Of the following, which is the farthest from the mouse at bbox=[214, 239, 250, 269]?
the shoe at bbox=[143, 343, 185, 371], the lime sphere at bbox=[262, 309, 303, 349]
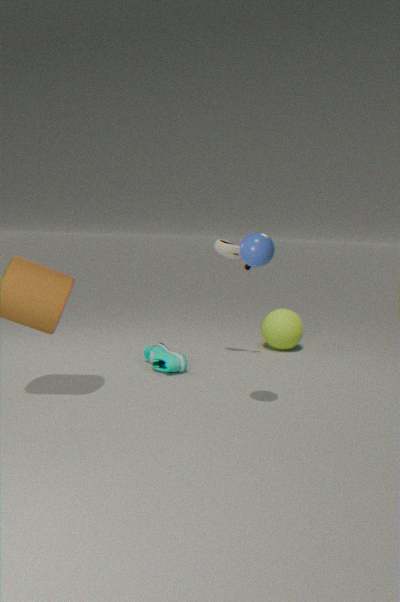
the shoe at bbox=[143, 343, 185, 371]
